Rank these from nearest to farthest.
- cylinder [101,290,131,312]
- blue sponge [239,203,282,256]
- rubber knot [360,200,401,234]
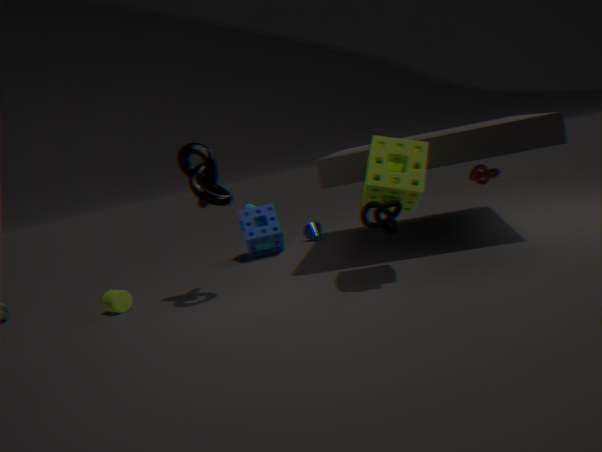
rubber knot [360,200,401,234], cylinder [101,290,131,312], blue sponge [239,203,282,256]
